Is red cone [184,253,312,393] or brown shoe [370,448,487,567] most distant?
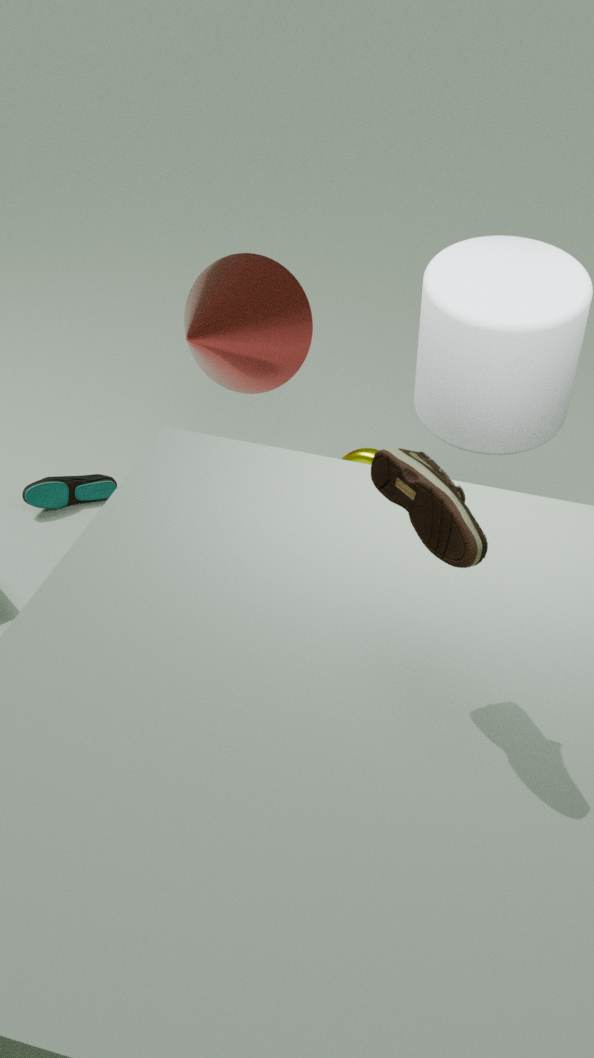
red cone [184,253,312,393]
